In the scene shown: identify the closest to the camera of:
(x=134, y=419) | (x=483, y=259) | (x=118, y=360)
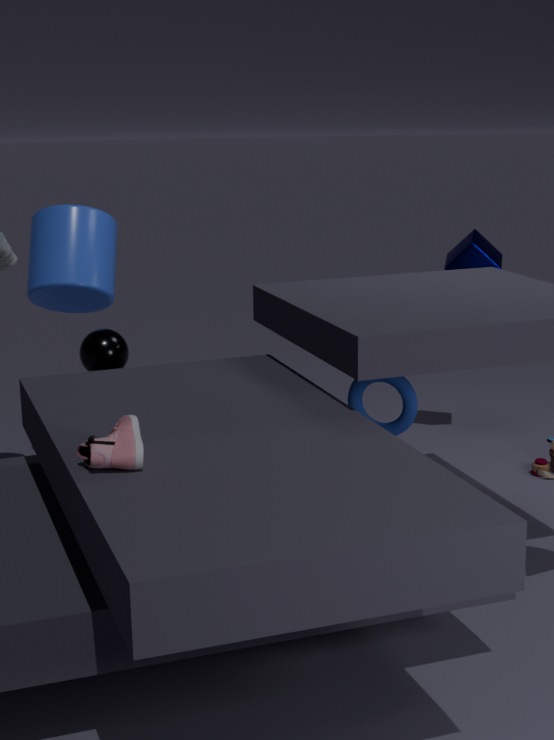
(x=134, y=419)
